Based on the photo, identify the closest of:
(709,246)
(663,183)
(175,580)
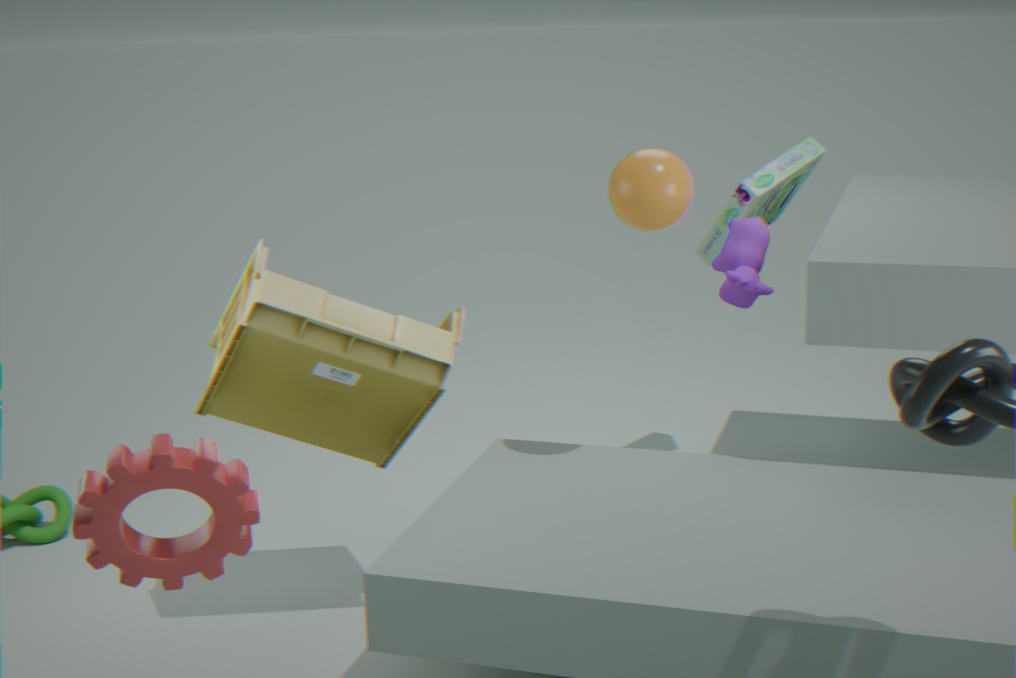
(175,580)
